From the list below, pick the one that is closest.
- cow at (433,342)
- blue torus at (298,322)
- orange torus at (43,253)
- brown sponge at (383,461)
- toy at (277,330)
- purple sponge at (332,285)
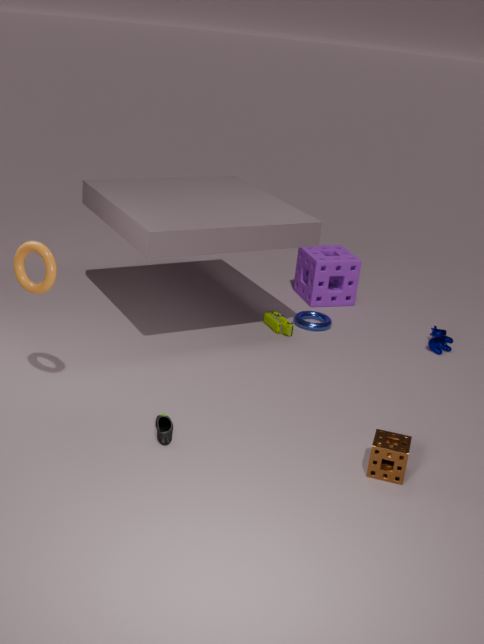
brown sponge at (383,461)
